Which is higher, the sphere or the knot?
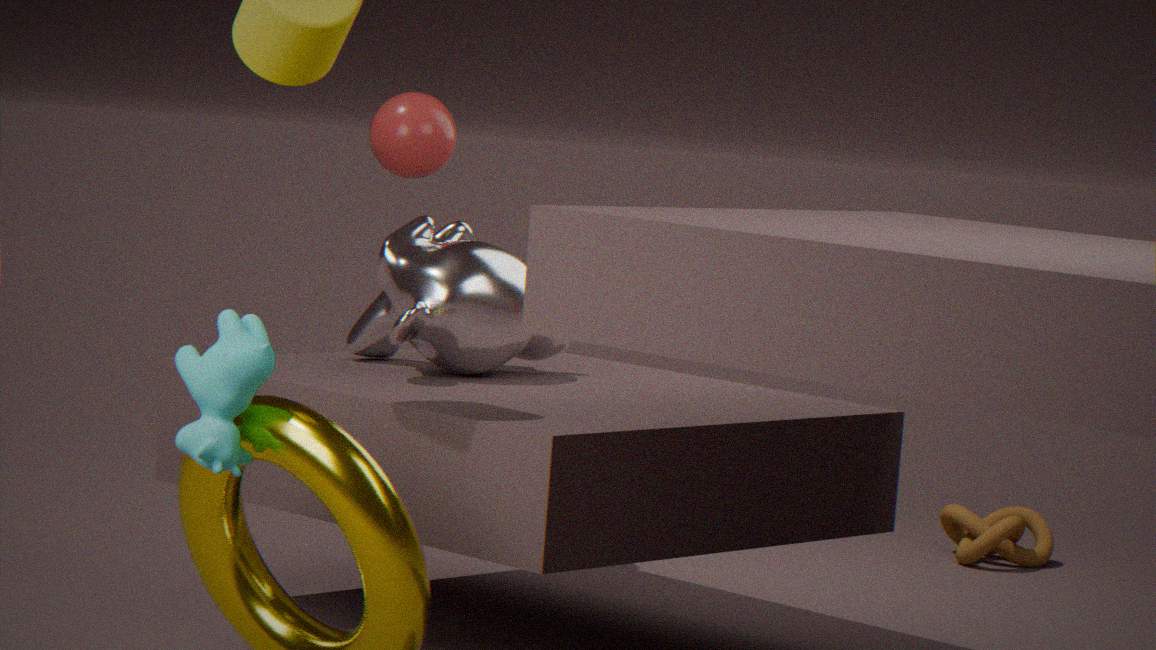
the sphere
